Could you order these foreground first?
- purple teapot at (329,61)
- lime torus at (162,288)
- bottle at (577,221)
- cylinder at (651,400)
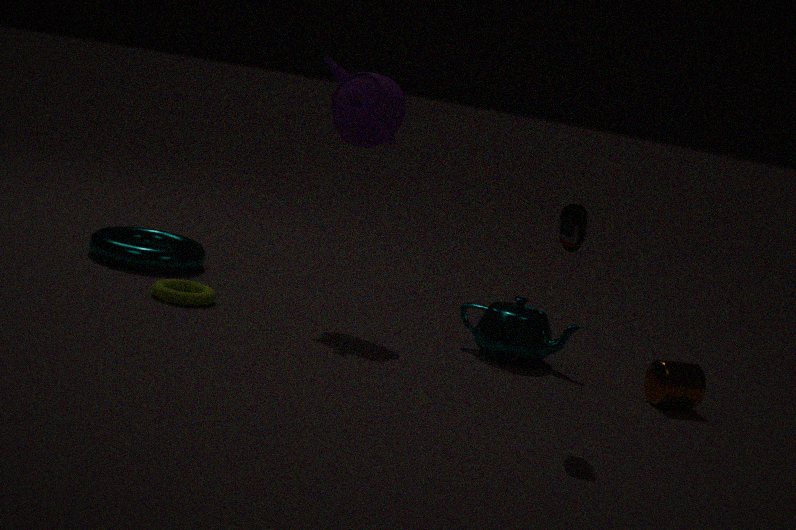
1. bottle at (577,221)
2. cylinder at (651,400)
3. lime torus at (162,288)
4. purple teapot at (329,61)
